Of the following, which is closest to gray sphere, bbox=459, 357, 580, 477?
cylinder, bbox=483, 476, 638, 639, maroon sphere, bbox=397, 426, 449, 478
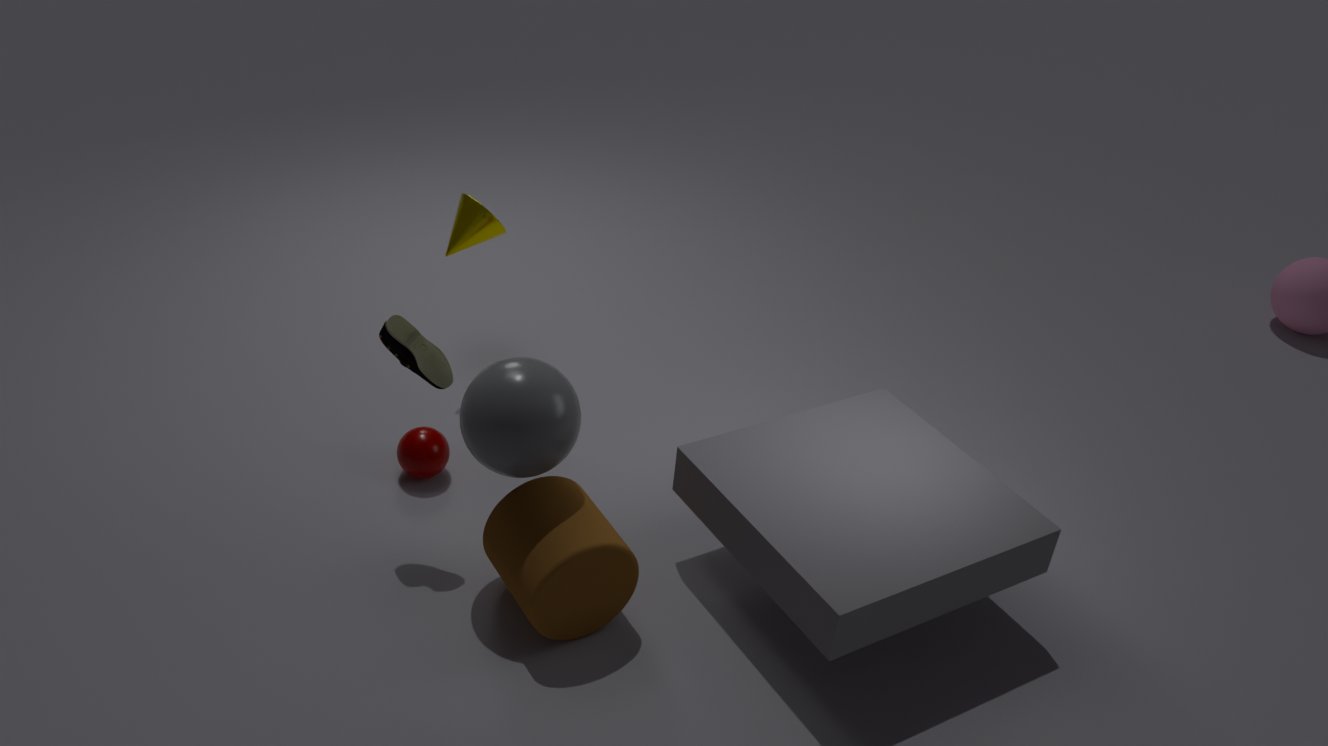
cylinder, bbox=483, 476, 638, 639
